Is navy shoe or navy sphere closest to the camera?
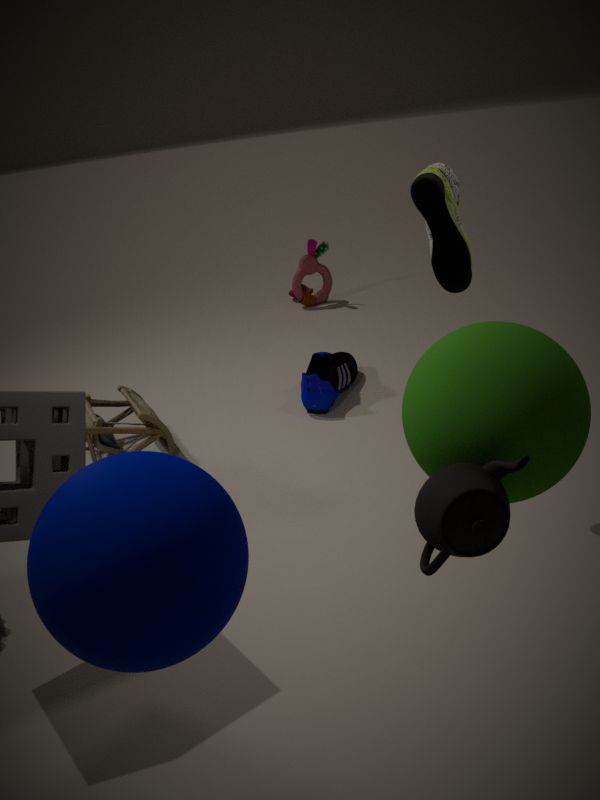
navy sphere
